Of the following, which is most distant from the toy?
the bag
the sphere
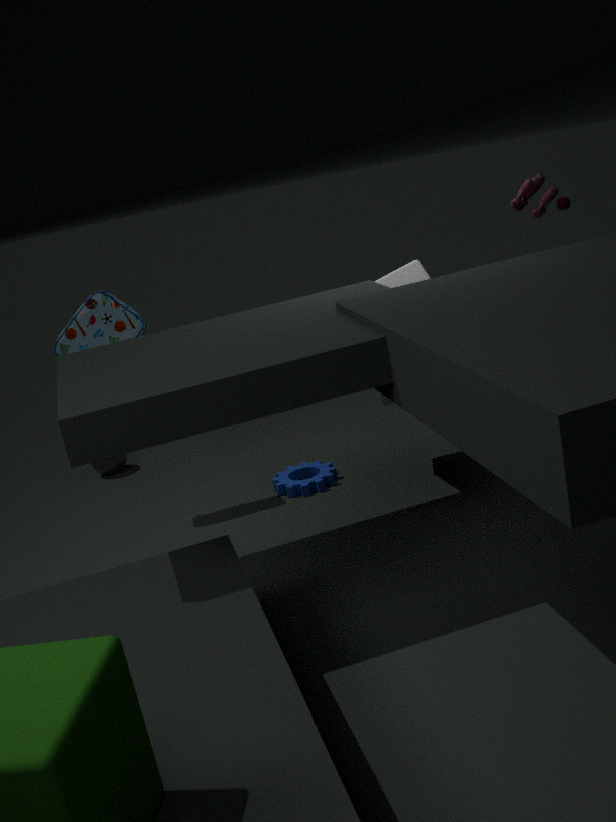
the sphere
